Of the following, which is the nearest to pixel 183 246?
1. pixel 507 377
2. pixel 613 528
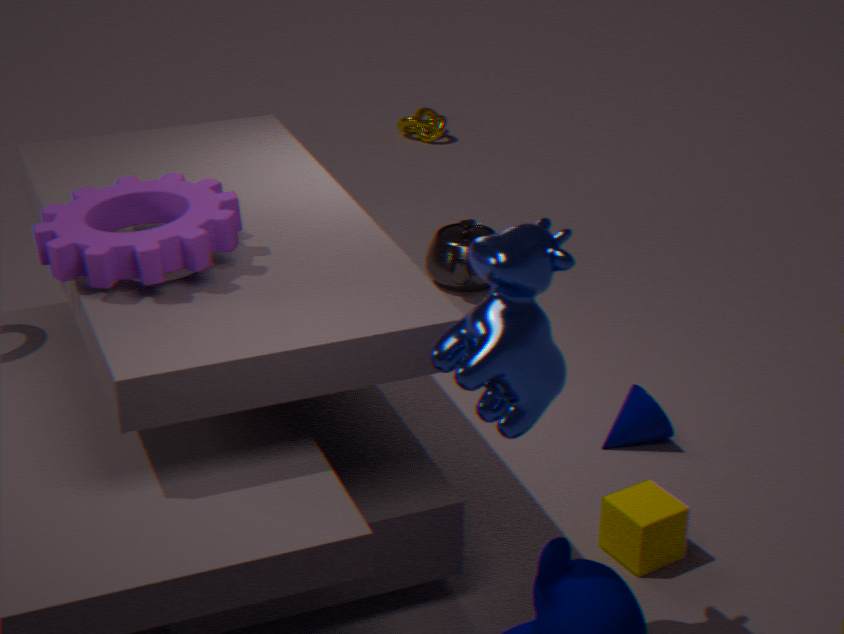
pixel 507 377
